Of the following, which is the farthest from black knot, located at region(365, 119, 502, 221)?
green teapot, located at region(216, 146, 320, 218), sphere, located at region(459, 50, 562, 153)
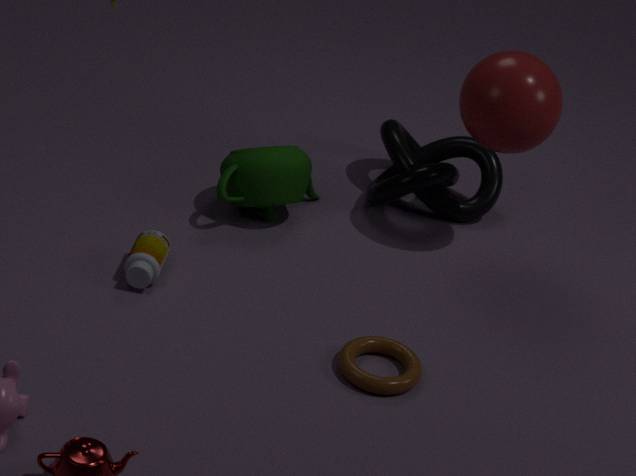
sphere, located at region(459, 50, 562, 153)
